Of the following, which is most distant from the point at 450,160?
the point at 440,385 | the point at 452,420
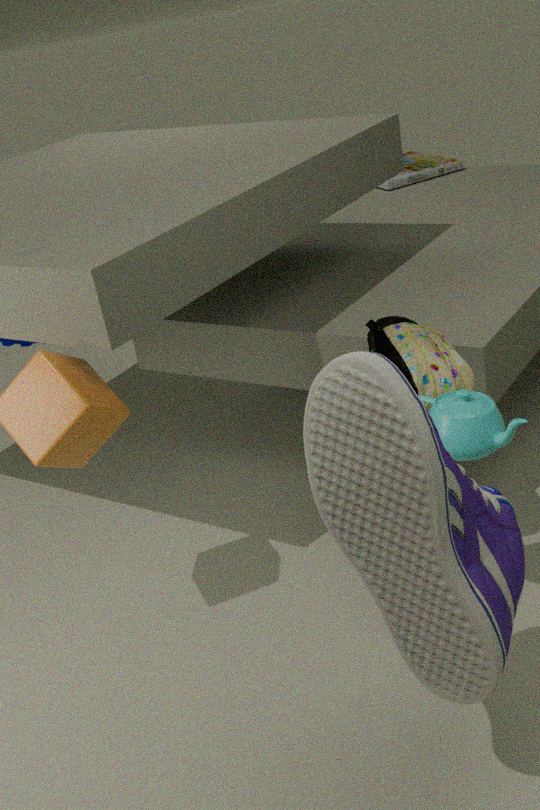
the point at 452,420
